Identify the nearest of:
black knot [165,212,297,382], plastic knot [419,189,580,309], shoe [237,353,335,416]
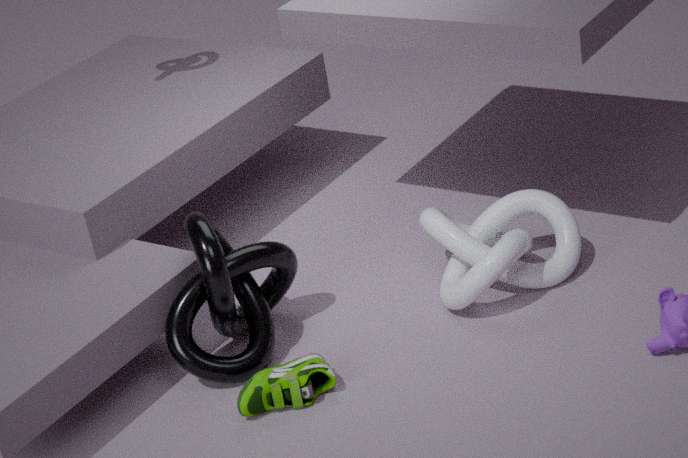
shoe [237,353,335,416]
